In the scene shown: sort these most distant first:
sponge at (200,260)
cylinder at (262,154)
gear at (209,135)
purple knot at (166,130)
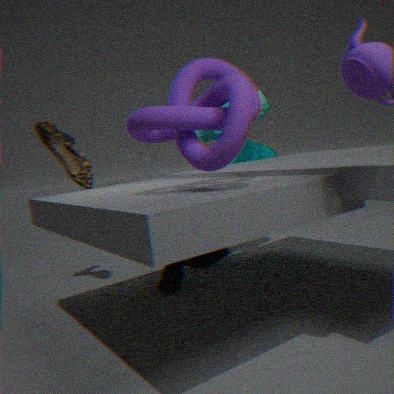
1. sponge at (200,260)
2. cylinder at (262,154)
3. gear at (209,135)
4. purple knot at (166,130)
